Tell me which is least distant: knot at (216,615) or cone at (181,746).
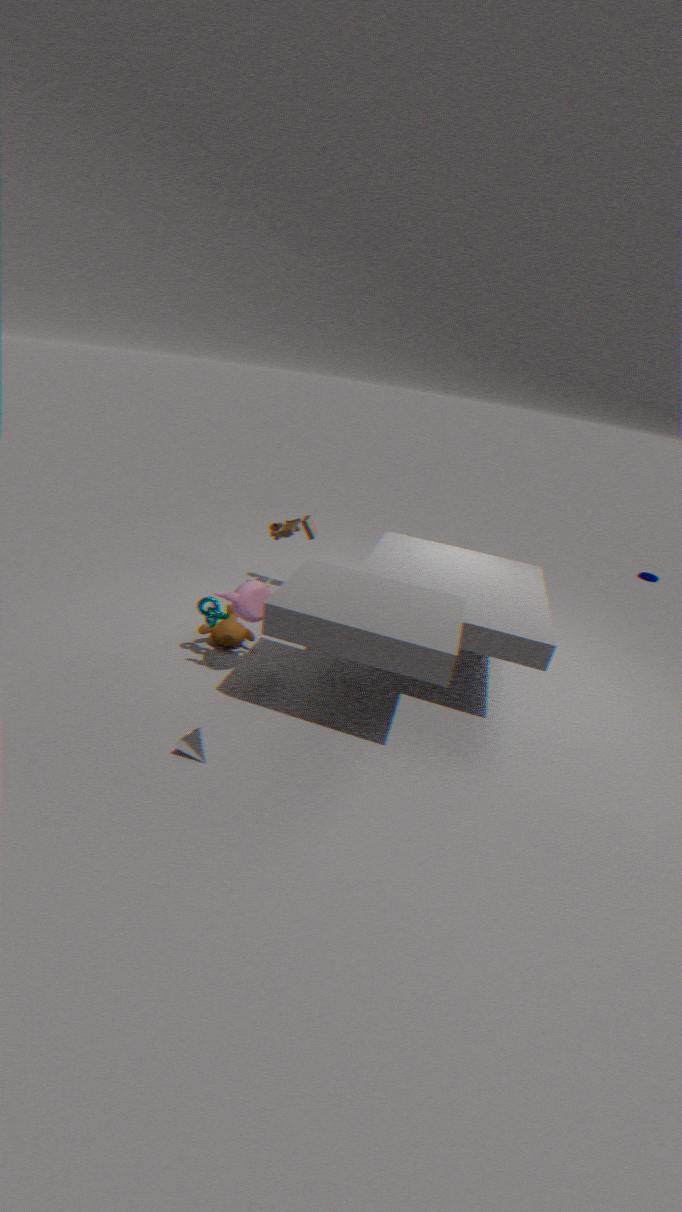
cone at (181,746)
